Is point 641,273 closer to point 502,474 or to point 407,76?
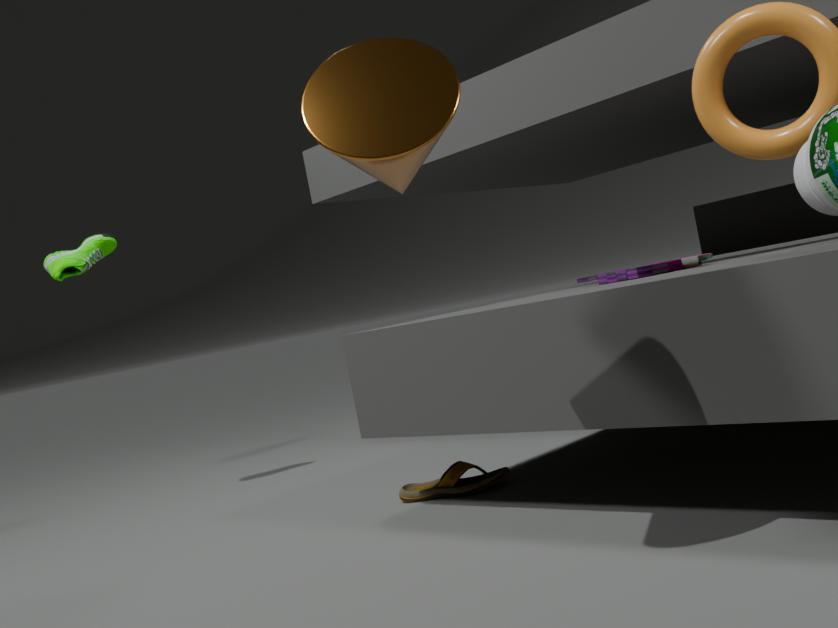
point 502,474
